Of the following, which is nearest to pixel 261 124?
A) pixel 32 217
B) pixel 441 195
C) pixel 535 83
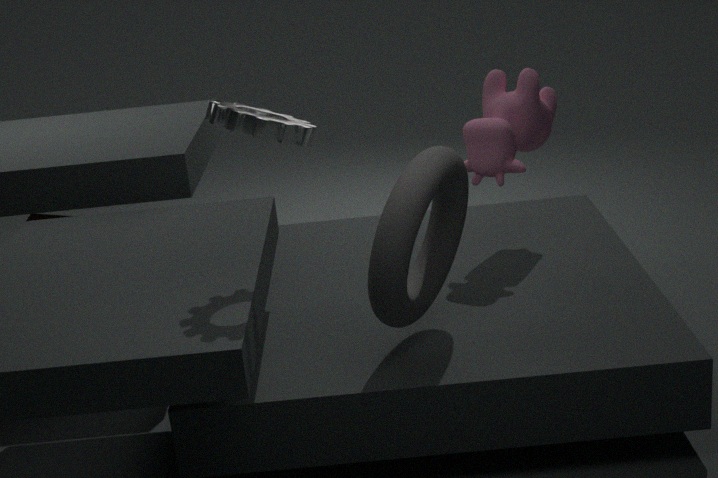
pixel 441 195
